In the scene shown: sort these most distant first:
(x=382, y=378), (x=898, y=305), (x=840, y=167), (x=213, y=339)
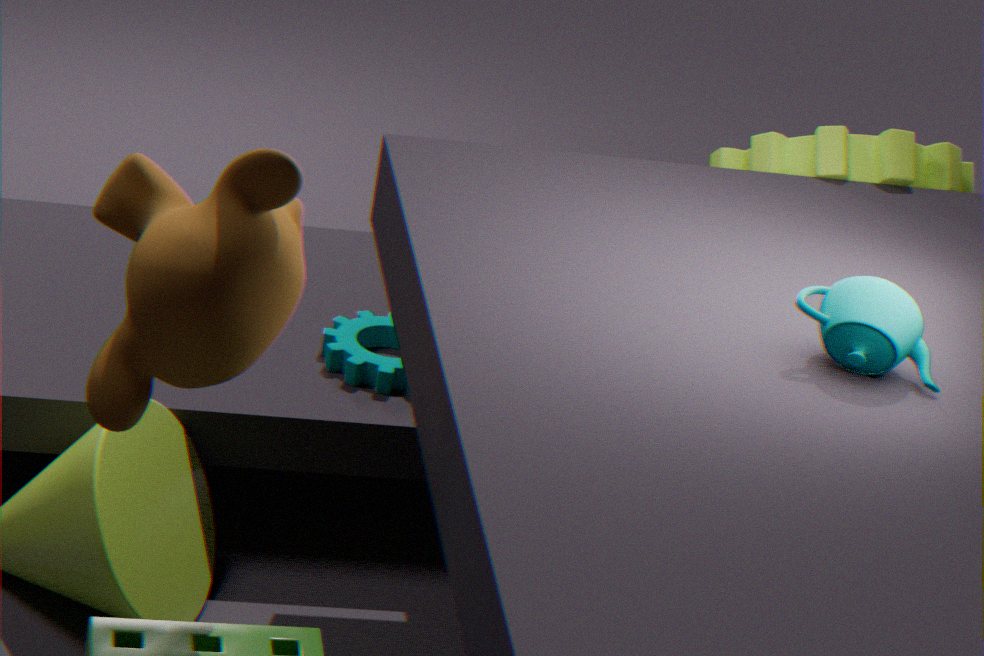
(x=382, y=378) → (x=840, y=167) → (x=898, y=305) → (x=213, y=339)
